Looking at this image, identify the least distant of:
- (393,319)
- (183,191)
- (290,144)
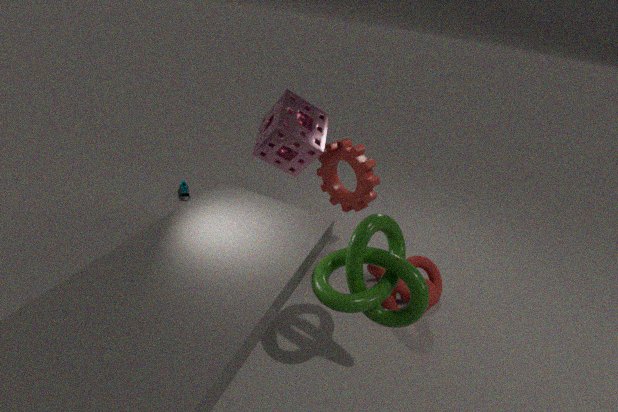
(393,319)
